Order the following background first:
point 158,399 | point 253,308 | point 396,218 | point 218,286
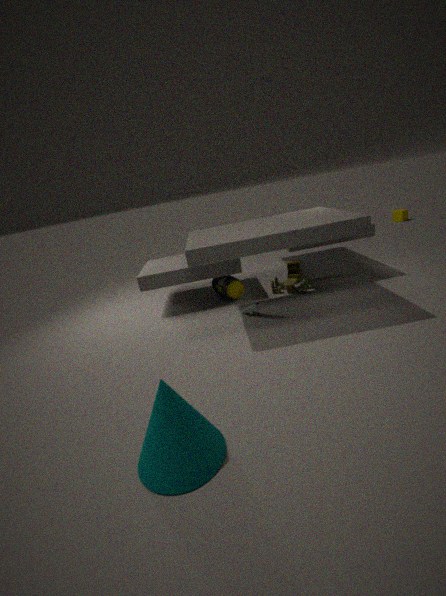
point 396,218, point 218,286, point 253,308, point 158,399
